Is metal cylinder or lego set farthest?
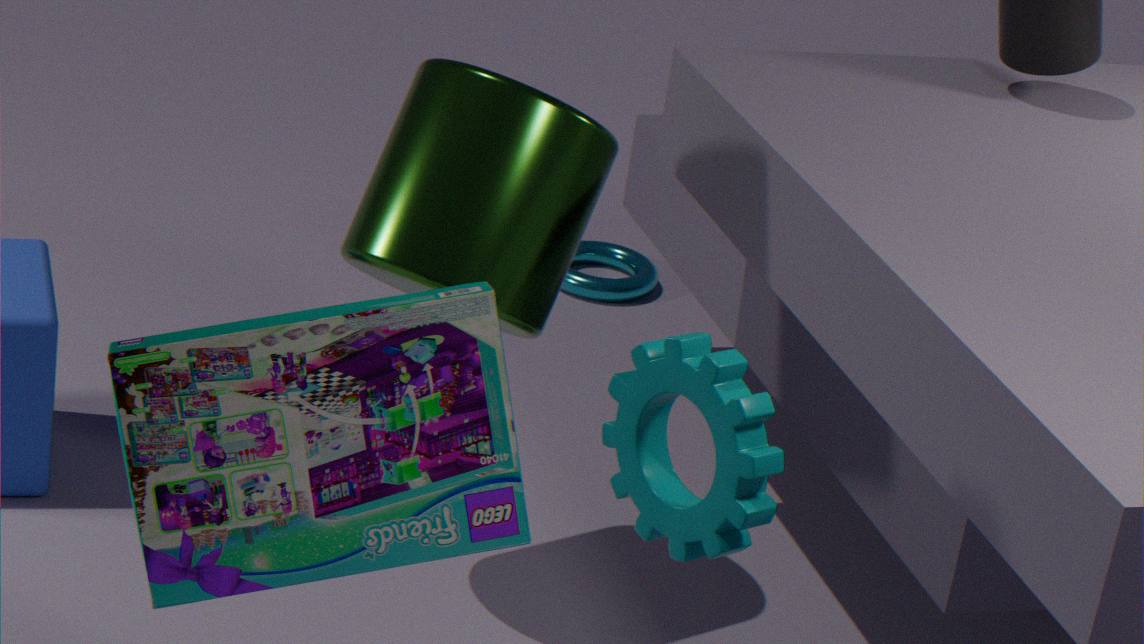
metal cylinder
